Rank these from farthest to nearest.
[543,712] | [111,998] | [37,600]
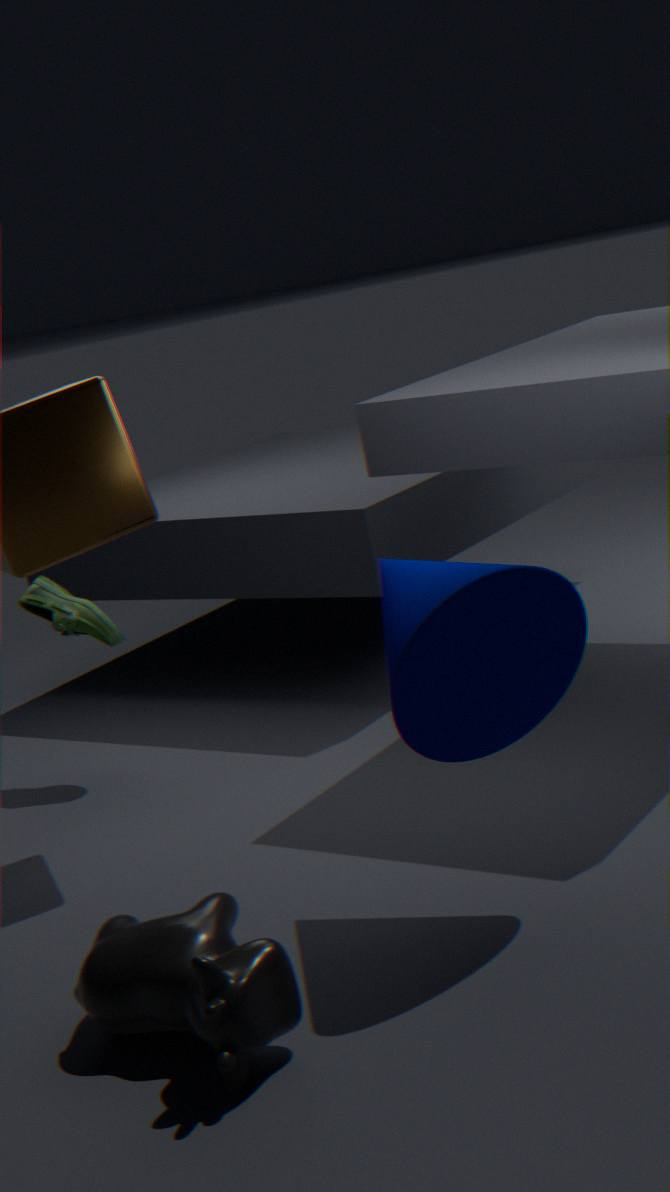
[37,600]
[543,712]
[111,998]
